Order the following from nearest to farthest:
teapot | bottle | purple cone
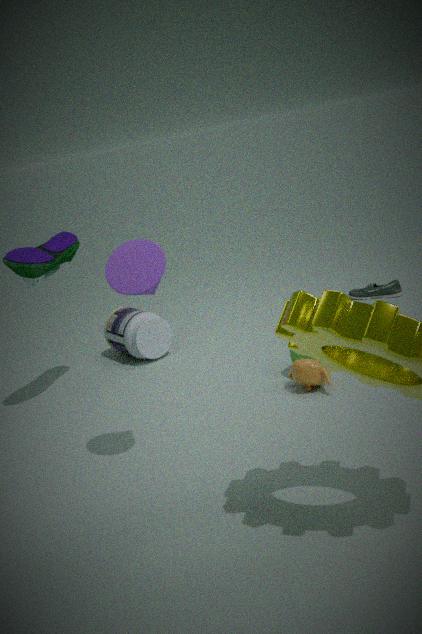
purple cone
teapot
bottle
